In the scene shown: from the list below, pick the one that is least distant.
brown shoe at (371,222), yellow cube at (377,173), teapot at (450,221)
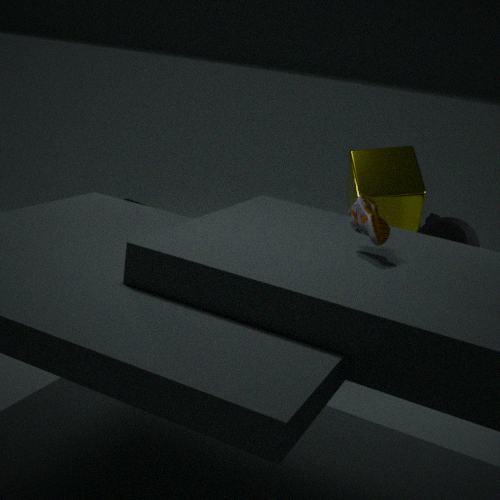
brown shoe at (371,222)
